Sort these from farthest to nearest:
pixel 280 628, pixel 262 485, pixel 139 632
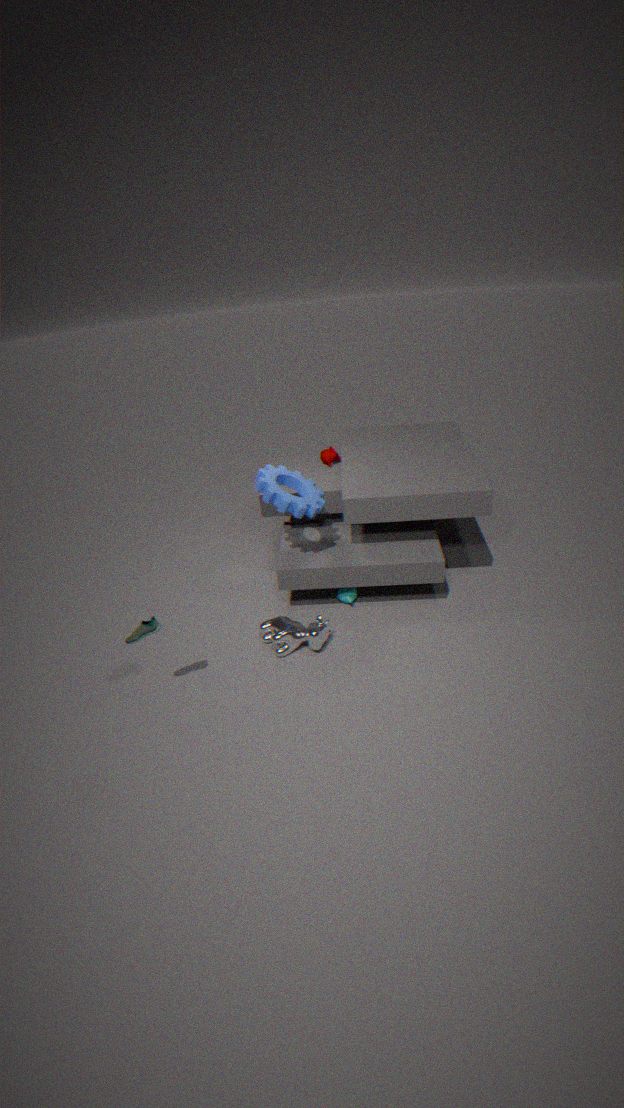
1. pixel 280 628
2. pixel 262 485
3. pixel 139 632
